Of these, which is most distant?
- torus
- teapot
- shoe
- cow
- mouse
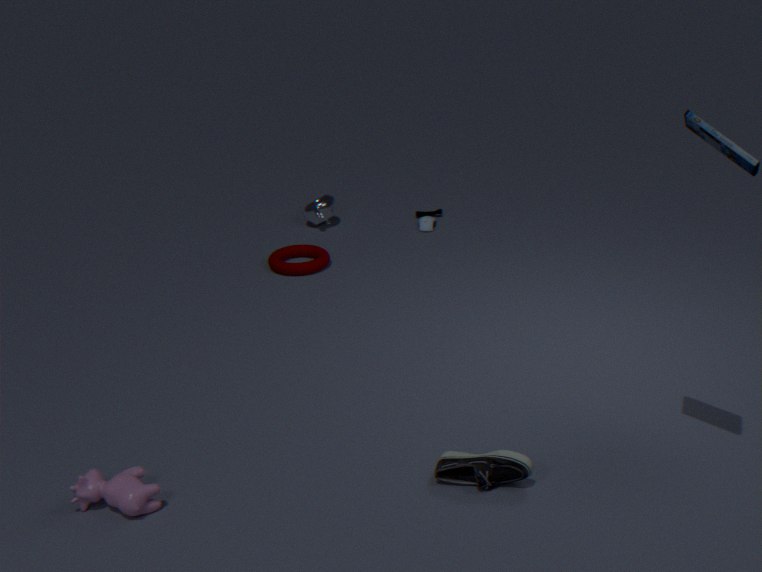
teapot
